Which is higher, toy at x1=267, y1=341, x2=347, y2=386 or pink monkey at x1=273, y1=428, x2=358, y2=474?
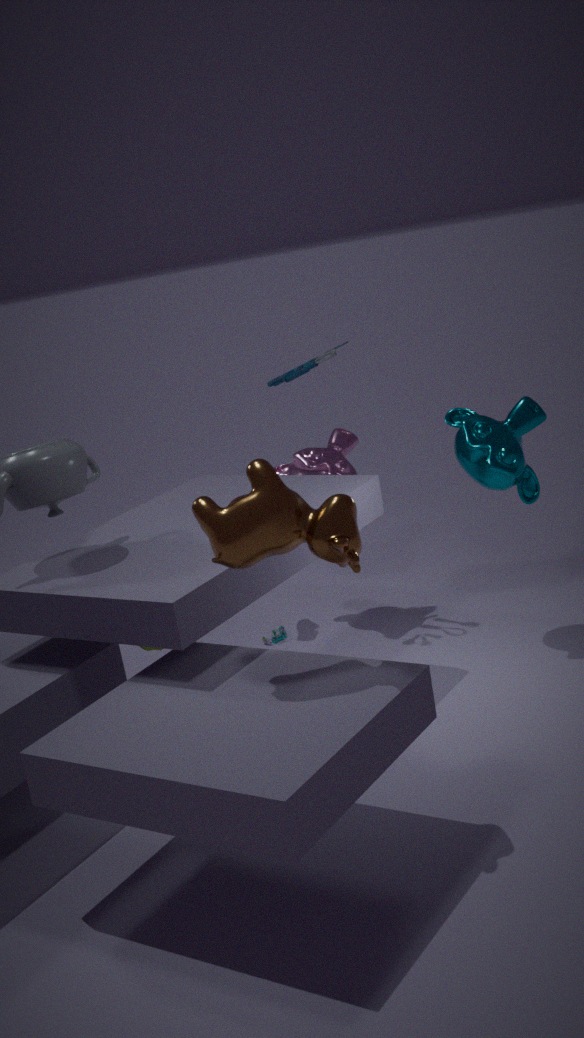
toy at x1=267, y1=341, x2=347, y2=386
